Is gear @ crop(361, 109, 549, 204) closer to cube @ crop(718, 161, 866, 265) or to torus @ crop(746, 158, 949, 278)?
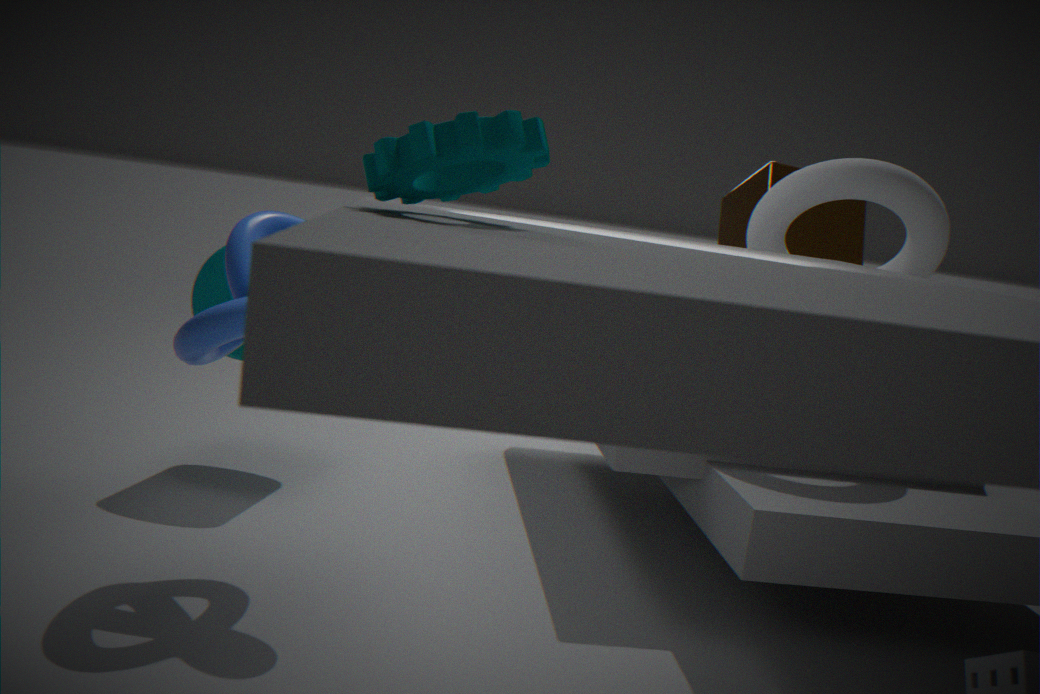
torus @ crop(746, 158, 949, 278)
